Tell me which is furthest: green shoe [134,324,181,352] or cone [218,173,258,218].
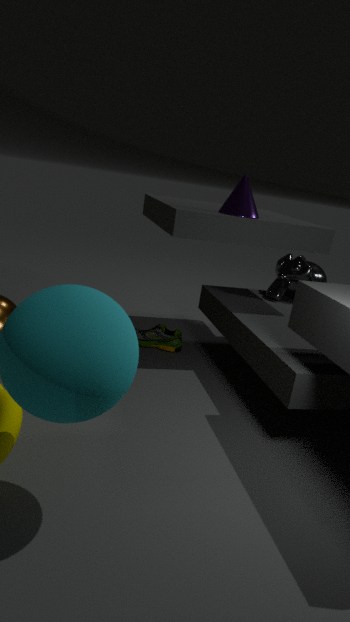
green shoe [134,324,181,352]
